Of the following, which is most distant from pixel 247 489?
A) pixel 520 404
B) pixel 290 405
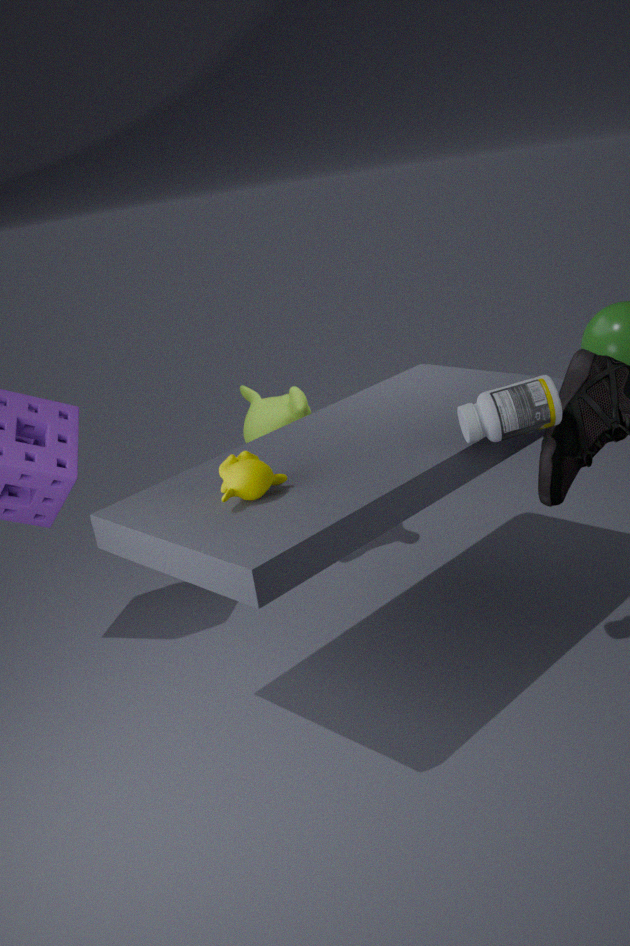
pixel 290 405
